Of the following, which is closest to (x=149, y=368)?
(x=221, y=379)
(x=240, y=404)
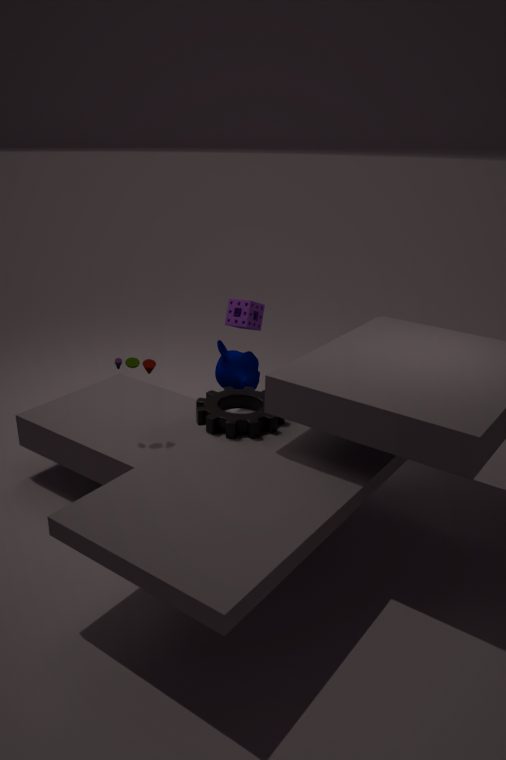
(x=240, y=404)
